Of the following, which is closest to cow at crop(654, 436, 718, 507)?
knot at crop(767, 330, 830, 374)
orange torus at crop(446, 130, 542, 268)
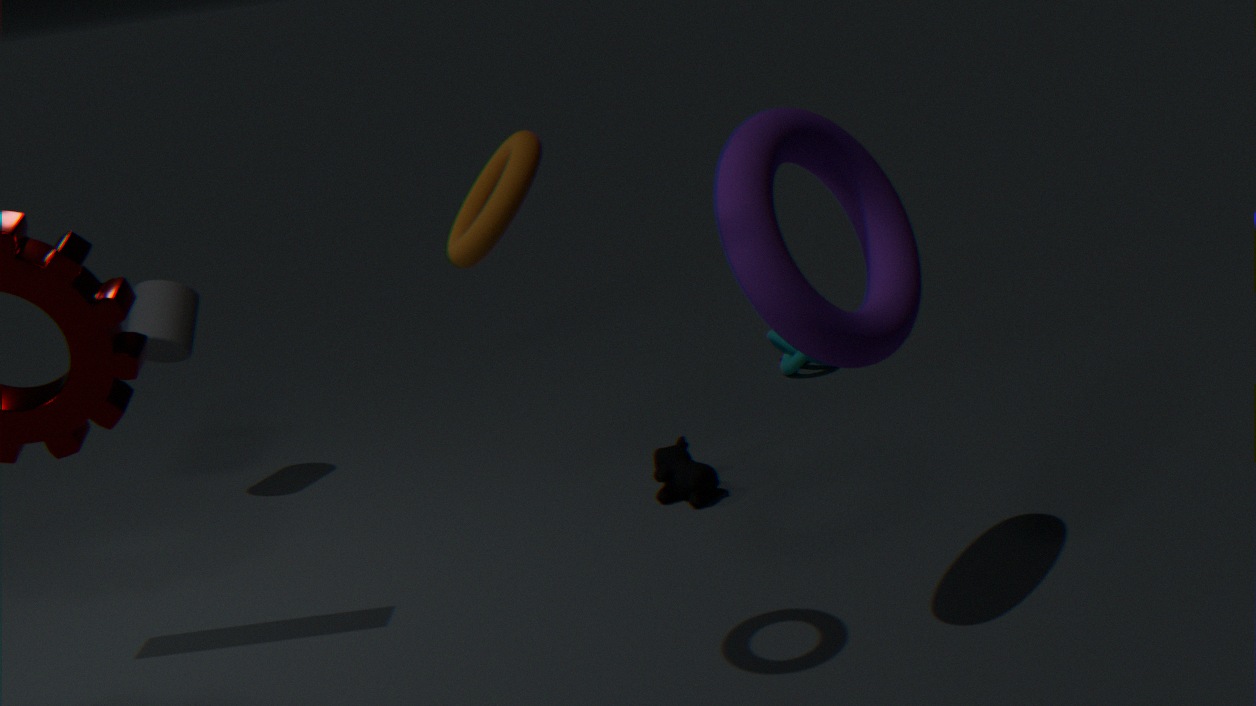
knot at crop(767, 330, 830, 374)
